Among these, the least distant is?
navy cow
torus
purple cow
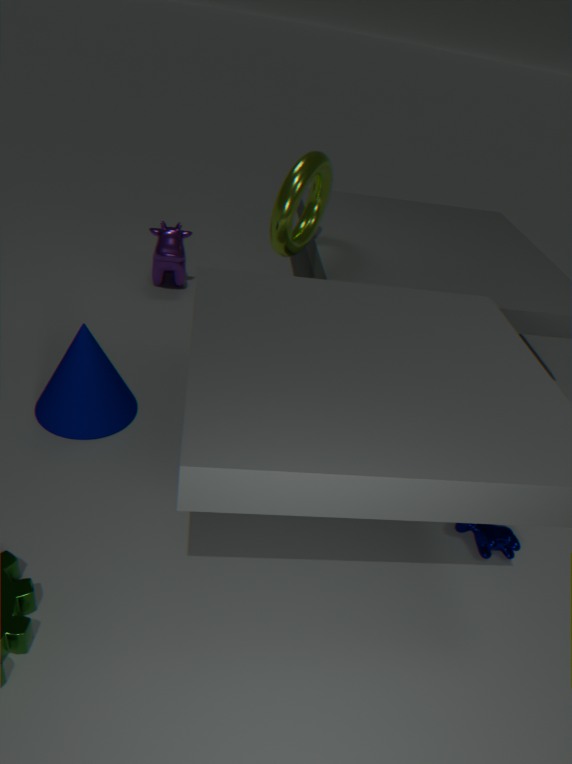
navy cow
